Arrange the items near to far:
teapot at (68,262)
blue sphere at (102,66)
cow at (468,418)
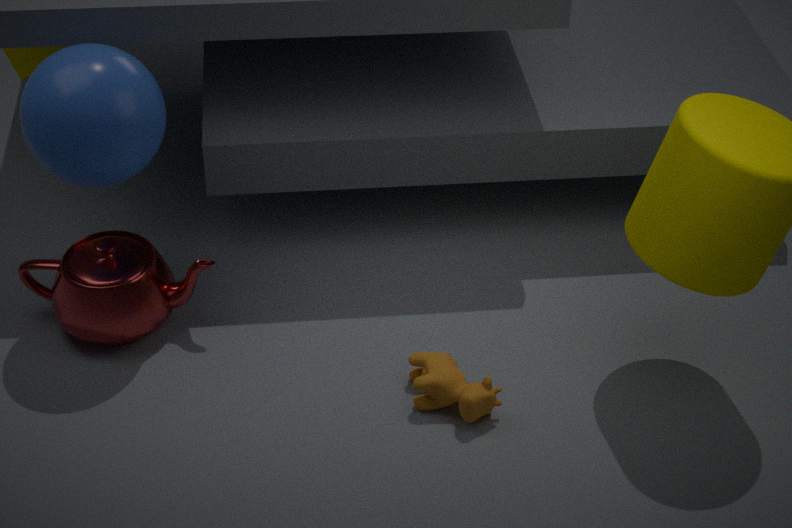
blue sphere at (102,66) < cow at (468,418) < teapot at (68,262)
